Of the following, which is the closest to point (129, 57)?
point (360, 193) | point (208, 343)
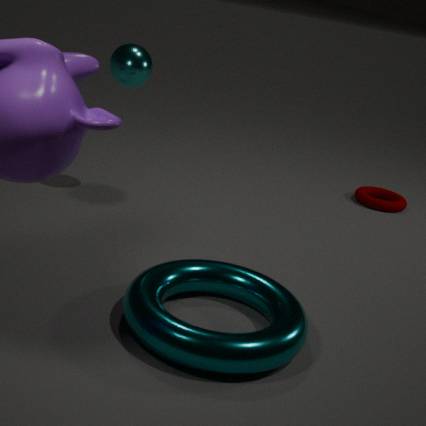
point (208, 343)
